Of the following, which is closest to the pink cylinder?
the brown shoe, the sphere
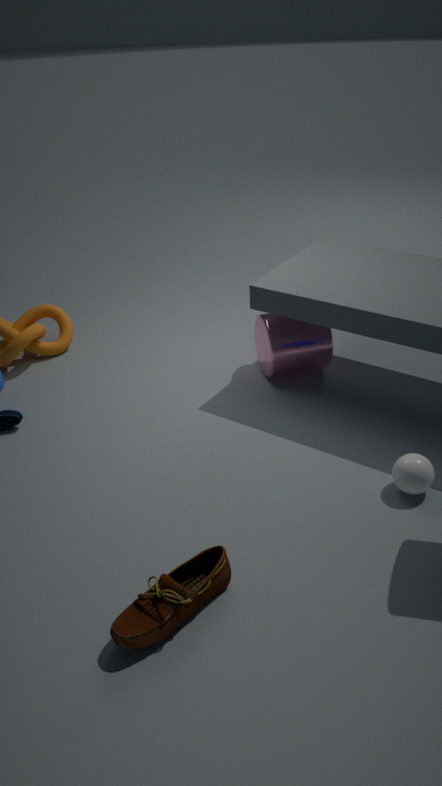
the sphere
